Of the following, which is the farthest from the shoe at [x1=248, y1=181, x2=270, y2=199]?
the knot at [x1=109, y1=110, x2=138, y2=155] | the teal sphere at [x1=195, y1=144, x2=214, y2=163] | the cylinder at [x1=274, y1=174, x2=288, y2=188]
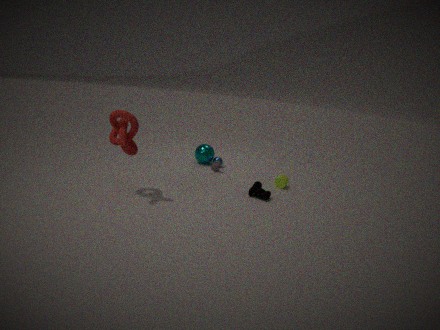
the knot at [x1=109, y1=110, x2=138, y2=155]
